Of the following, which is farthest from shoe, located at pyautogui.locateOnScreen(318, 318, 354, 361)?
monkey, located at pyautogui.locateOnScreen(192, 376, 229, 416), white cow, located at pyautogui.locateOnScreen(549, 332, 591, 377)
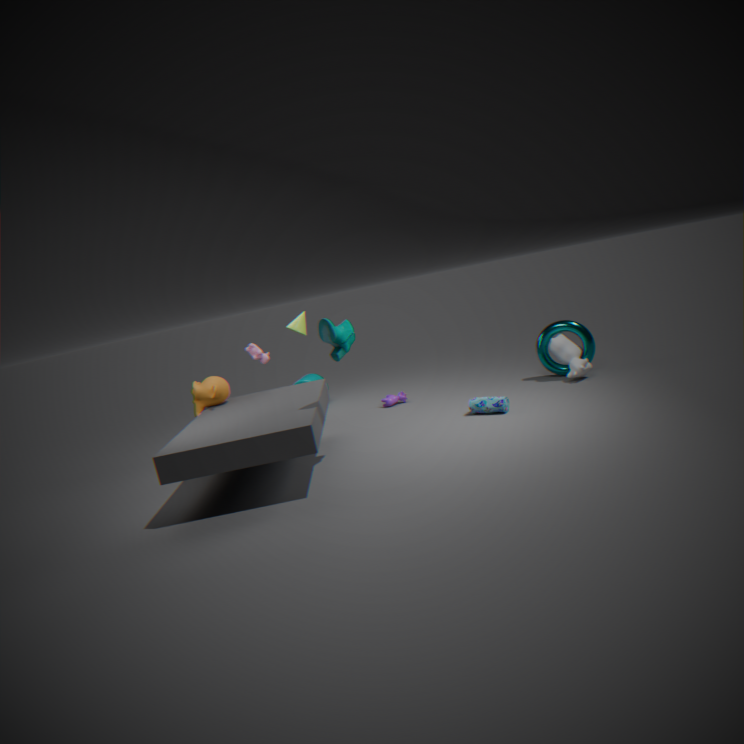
white cow, located at pyautogui.locateOnScreen(549, 332, 591, 377)
